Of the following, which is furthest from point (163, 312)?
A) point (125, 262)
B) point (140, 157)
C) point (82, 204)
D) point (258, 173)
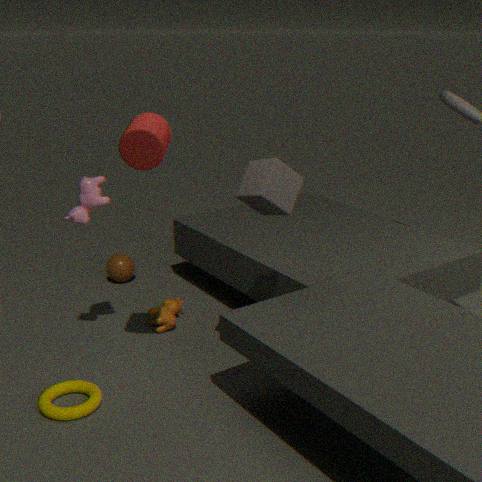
point (140, 157)
